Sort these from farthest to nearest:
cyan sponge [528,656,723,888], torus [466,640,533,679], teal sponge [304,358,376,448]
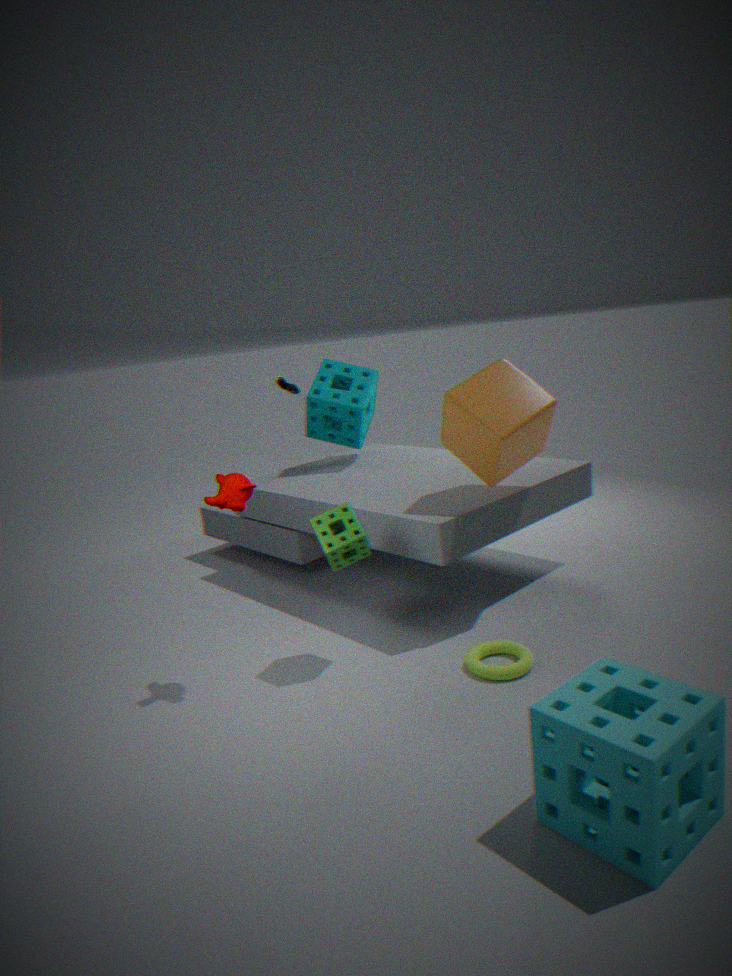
teal sponge [304,358,376,448], torus [466,640,533,679], cyan sponge [528,656,723,888]
